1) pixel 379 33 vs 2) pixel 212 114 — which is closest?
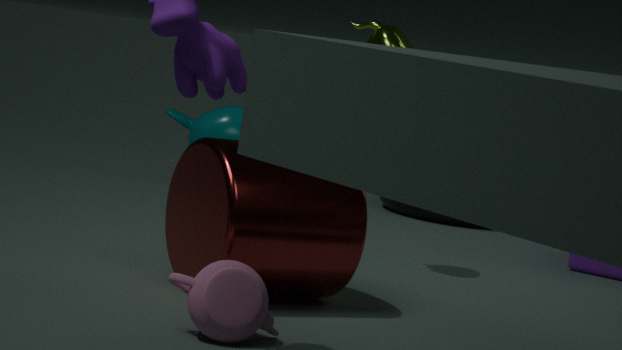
1. pixel 379 33
